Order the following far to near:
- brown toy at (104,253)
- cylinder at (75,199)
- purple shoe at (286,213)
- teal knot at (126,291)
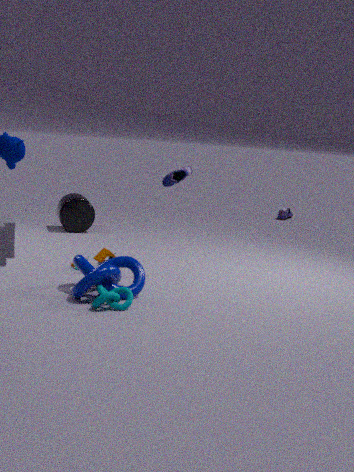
purple shoe at (286,213) < cylinder at (75,199) < brown toy at (104,253) < teal knot at (126,291)
